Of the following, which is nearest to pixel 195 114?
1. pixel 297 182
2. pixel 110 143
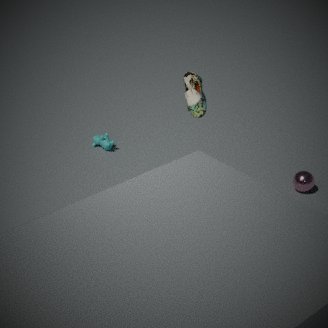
pixel 297 182
